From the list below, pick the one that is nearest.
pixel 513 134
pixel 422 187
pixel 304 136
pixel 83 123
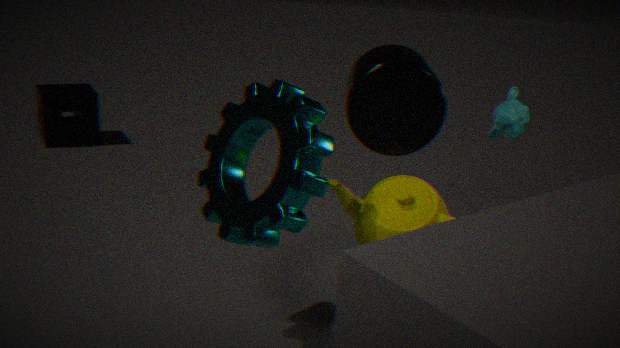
pixel 304 136
